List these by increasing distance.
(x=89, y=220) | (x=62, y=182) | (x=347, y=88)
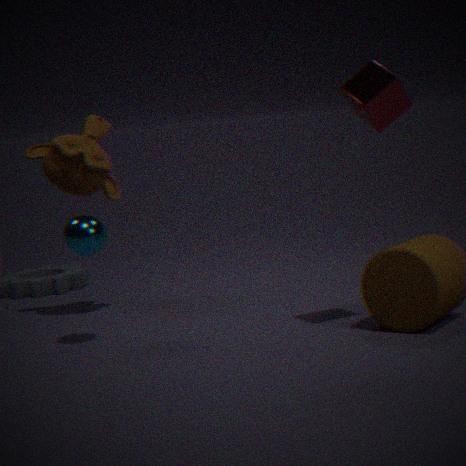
(x=347, y=88), (x=89, y=220), (x=62, y=182)
